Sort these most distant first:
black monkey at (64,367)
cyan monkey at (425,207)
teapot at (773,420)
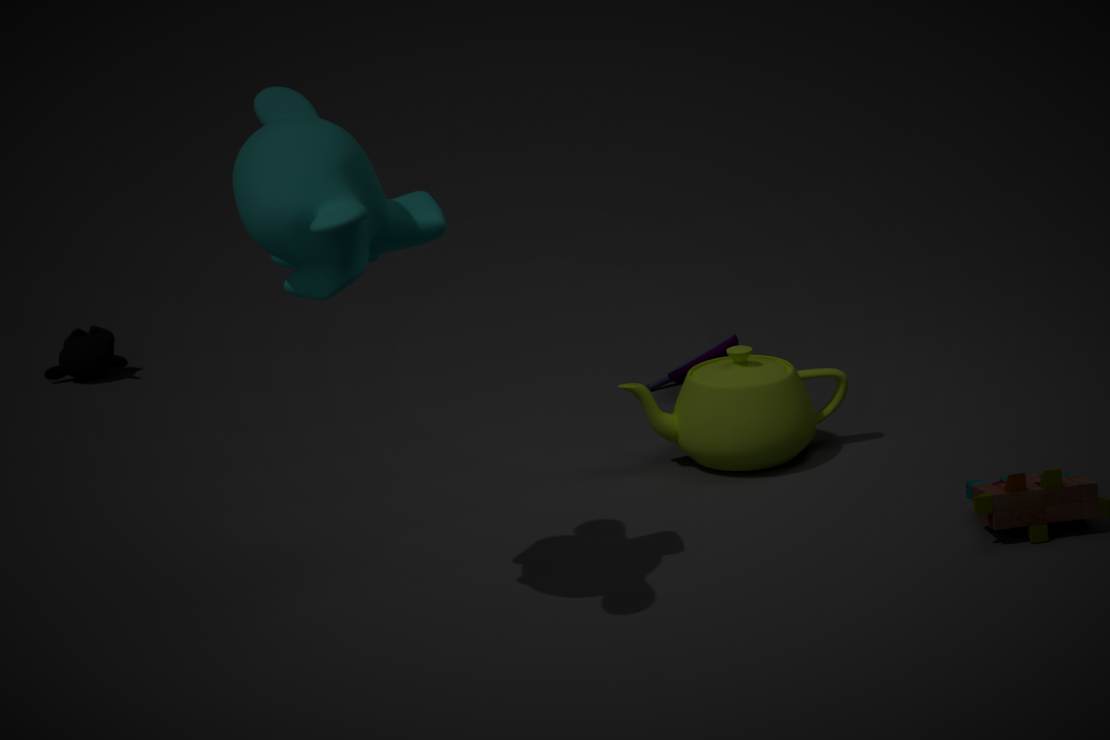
black monkey at (64,367) → teapot at (773,420) → cyan monkey at (425,207)
